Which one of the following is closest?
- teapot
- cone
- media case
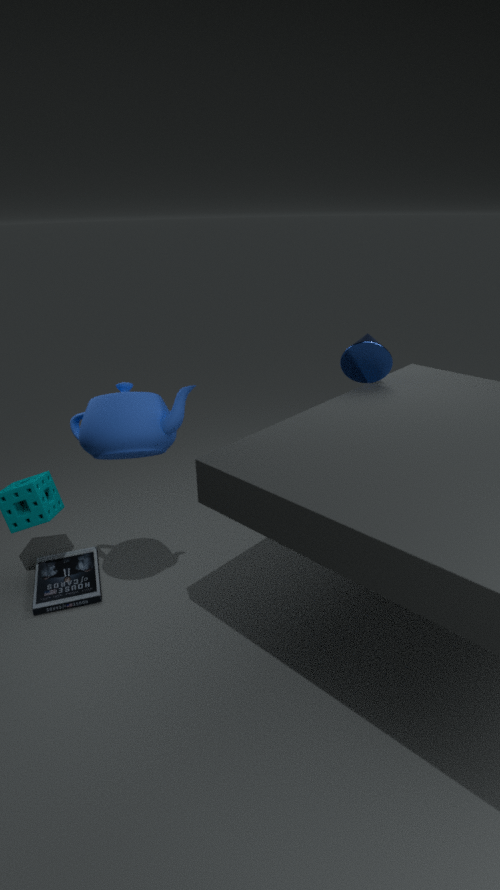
teapot
